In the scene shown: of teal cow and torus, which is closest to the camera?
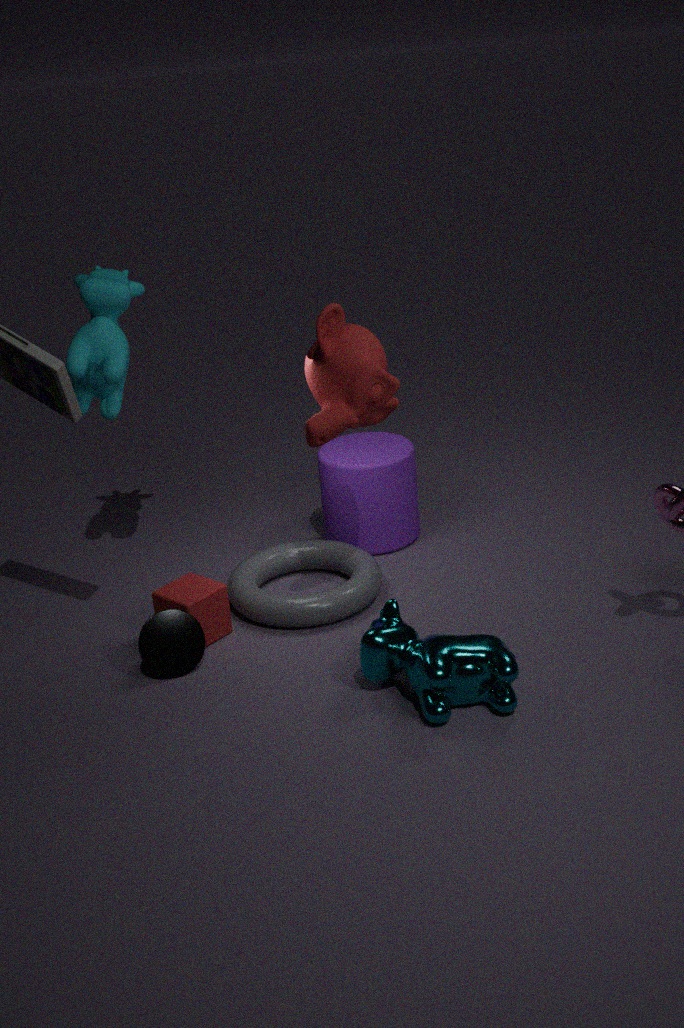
teal cow
